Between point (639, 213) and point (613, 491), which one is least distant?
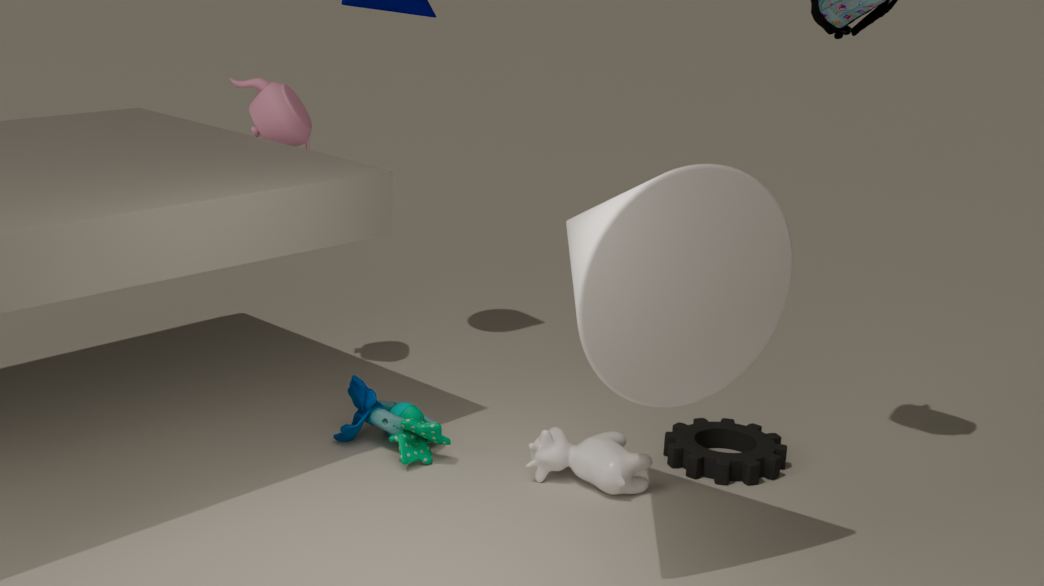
point (639, 213)
